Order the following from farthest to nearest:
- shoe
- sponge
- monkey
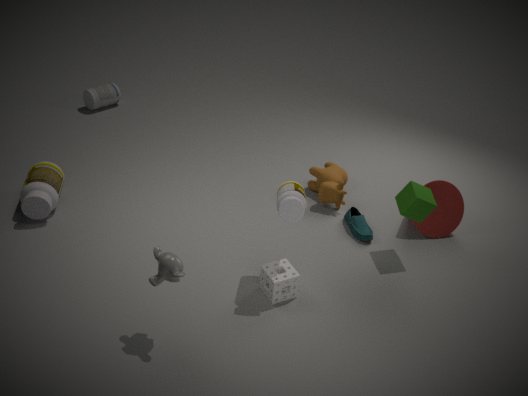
1. shoe
2. sponge
3. monkey
